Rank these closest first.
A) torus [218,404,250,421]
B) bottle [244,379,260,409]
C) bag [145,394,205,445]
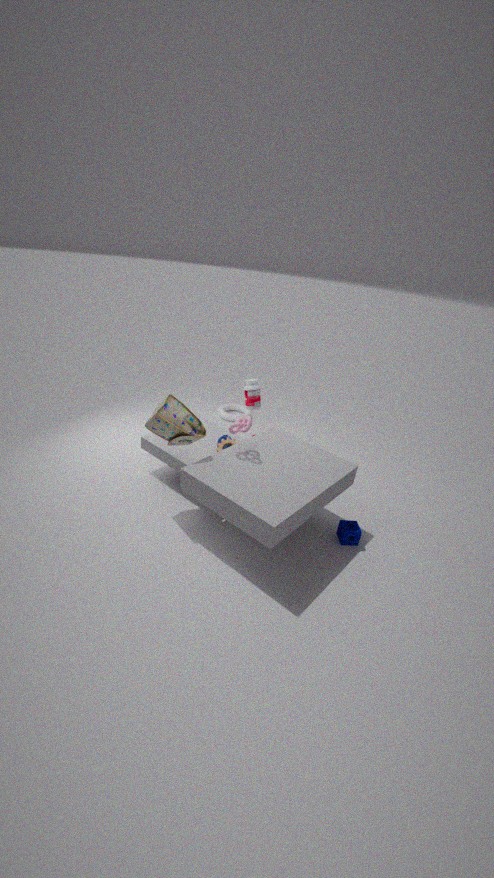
bag [145,394,205,445]
bottle [244,379,260,409]
torus [218,404,250,421]
